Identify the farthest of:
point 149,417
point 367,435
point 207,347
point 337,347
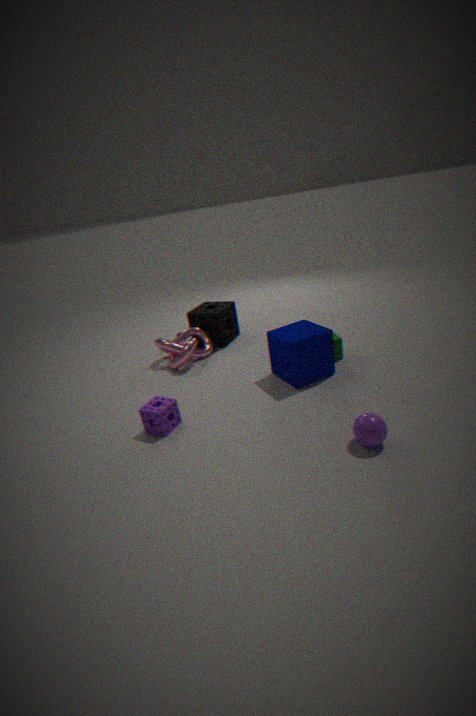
point 207,347
